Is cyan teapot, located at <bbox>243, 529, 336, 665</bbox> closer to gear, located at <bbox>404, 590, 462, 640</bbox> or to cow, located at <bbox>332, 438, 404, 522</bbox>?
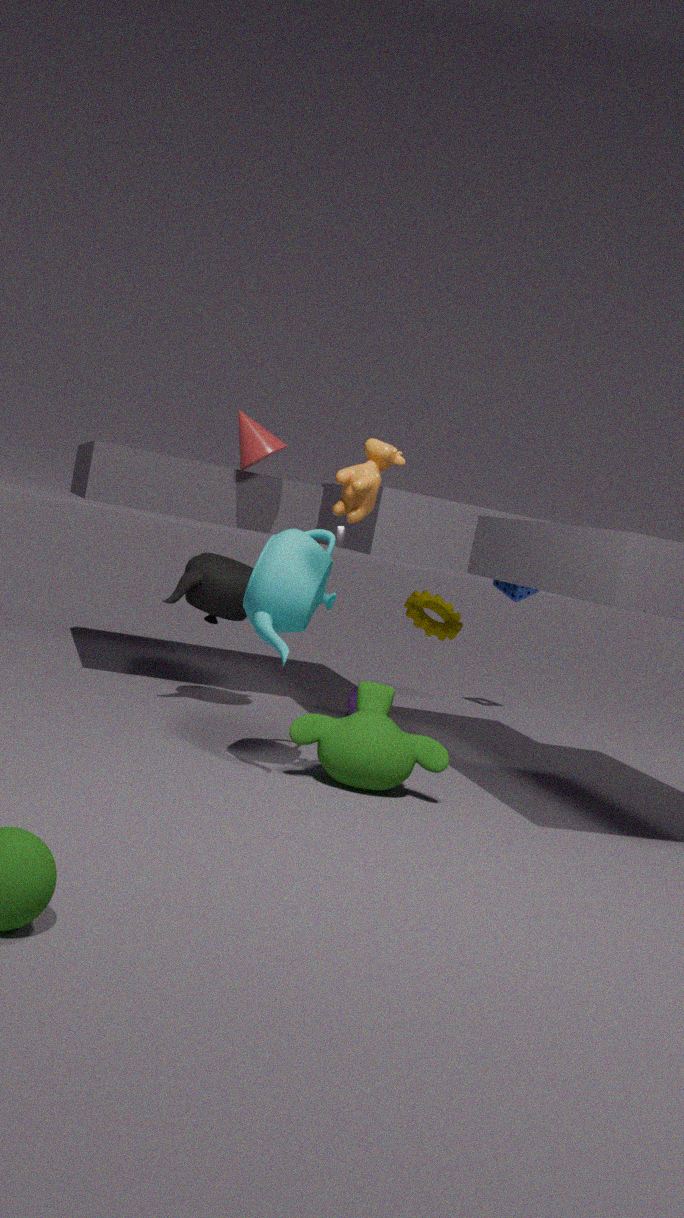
cow, located at <bbox>332, 438, 404, 522</bbox>
